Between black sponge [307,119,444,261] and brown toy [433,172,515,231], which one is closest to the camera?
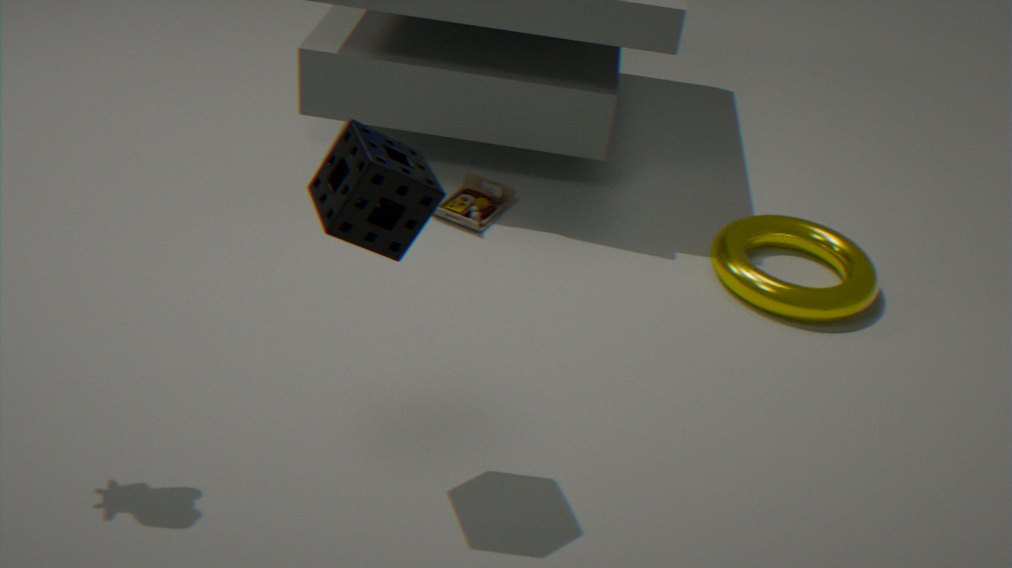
black sponge [307,119,444,261]
